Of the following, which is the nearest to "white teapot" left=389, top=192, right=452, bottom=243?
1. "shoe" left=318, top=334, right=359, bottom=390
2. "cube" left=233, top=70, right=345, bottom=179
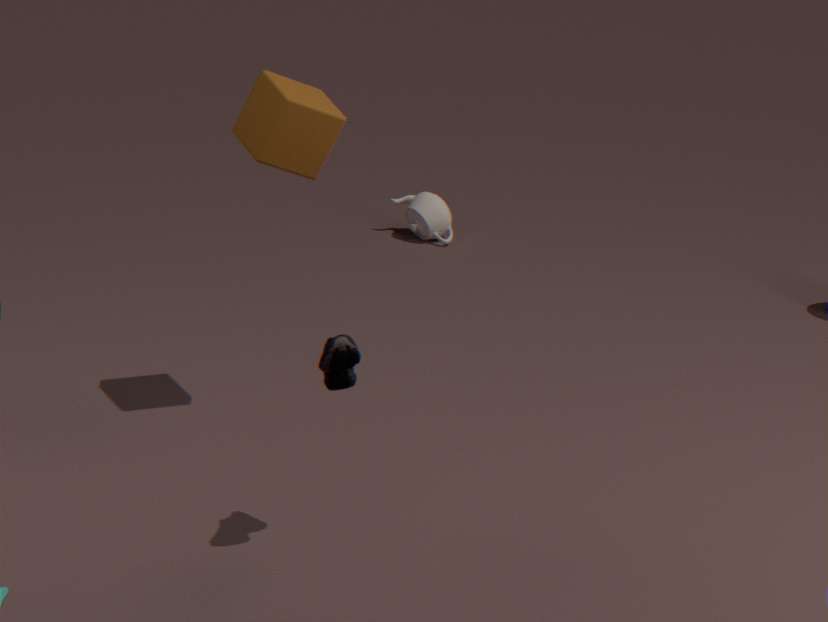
"cube" left=233, top=70, right=345, bottom=179
